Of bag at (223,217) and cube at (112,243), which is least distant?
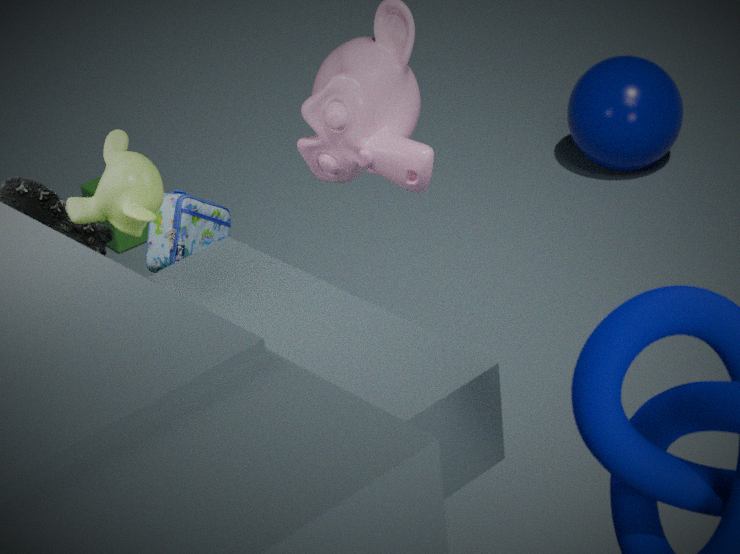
bag at (223,217)
